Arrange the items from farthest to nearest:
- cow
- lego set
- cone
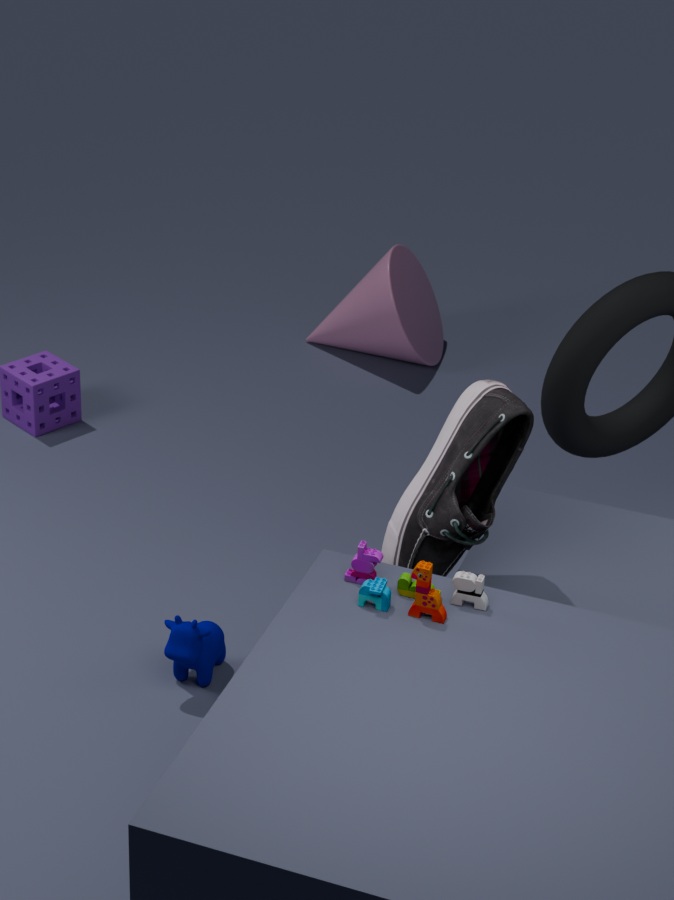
cone < cow < lego set
